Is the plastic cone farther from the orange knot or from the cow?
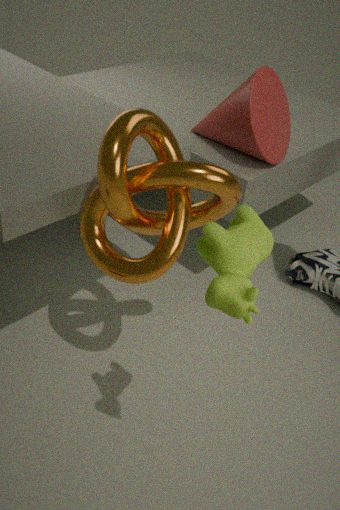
the cow
